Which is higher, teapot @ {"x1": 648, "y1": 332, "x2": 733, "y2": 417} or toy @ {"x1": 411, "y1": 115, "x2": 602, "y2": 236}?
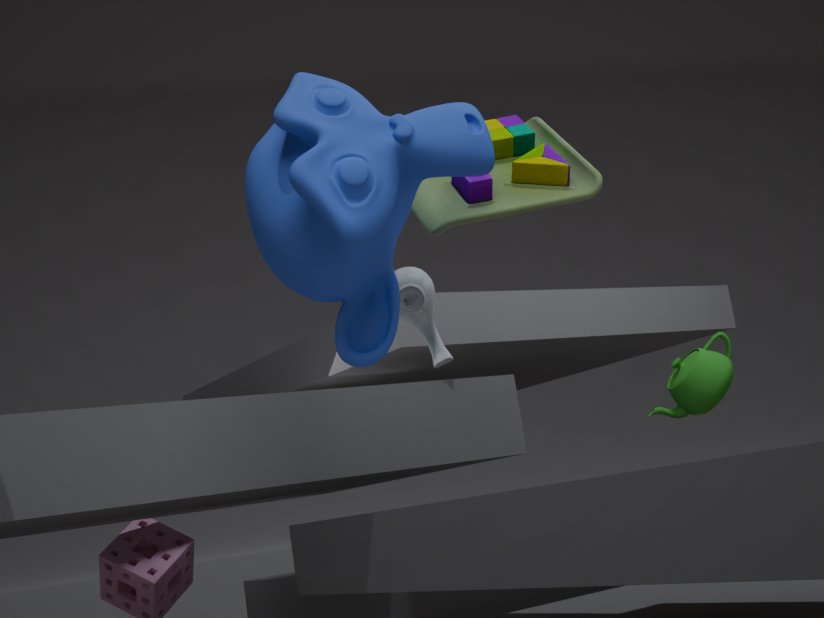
toy @ {"x1": 411, "y1": 115, "x2": 602, "y2": 236}
